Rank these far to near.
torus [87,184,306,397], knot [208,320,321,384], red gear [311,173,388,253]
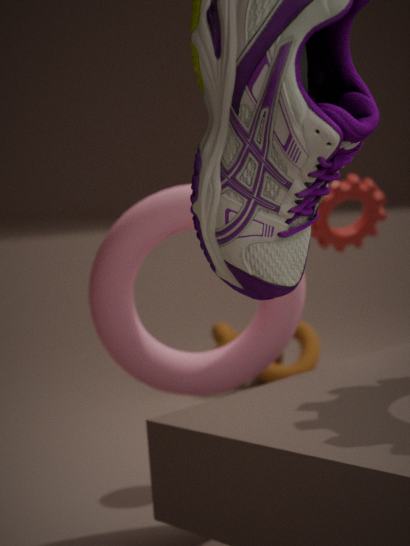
knot [208,320,321,384] < red gear [311,173,388,253] < torus [87,184,306,397]
